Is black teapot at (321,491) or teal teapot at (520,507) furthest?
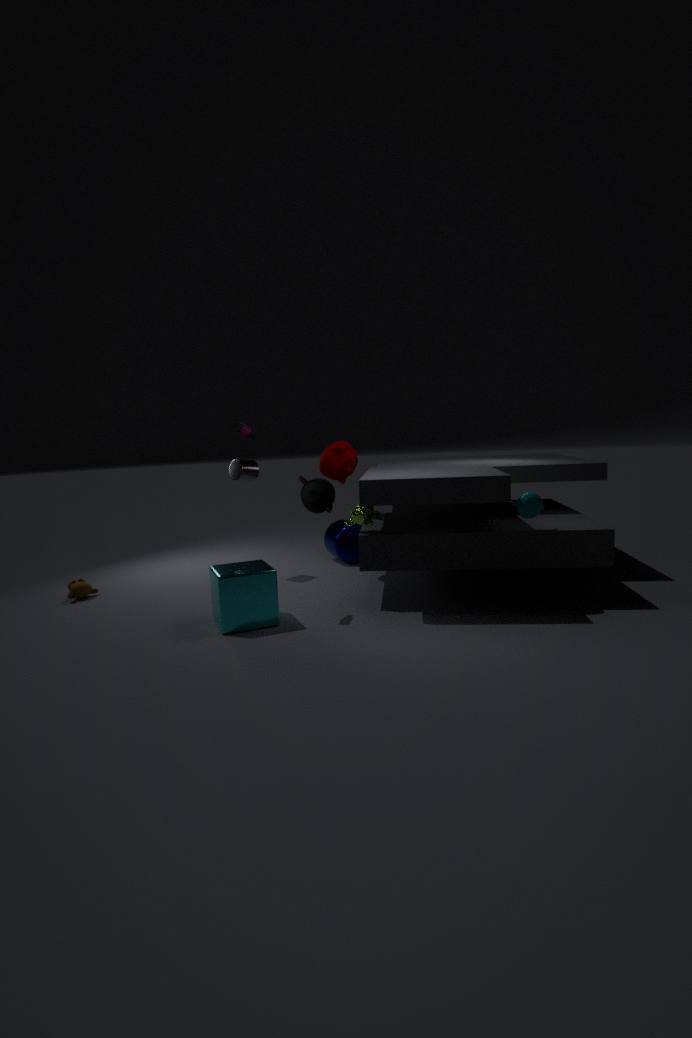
black teapot at (321,491)
